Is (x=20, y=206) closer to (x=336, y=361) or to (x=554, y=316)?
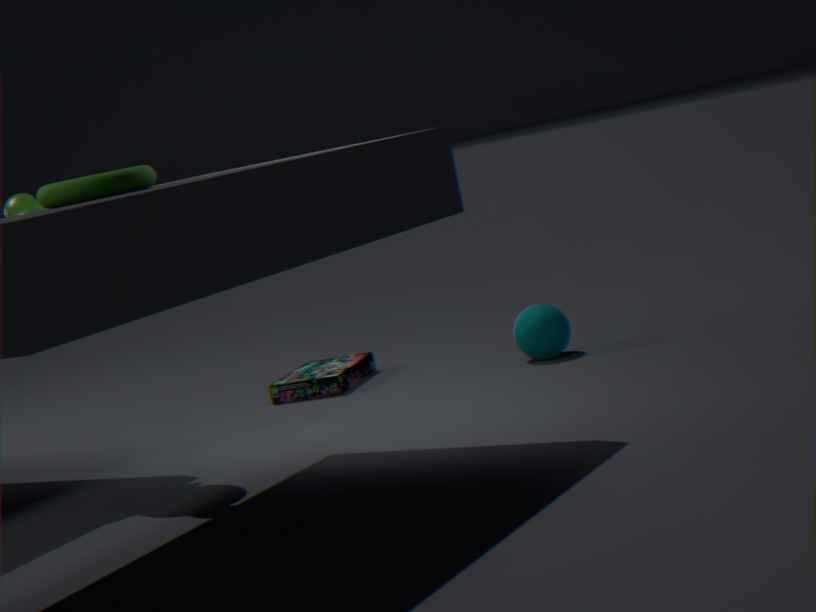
(x=336, y=361)
